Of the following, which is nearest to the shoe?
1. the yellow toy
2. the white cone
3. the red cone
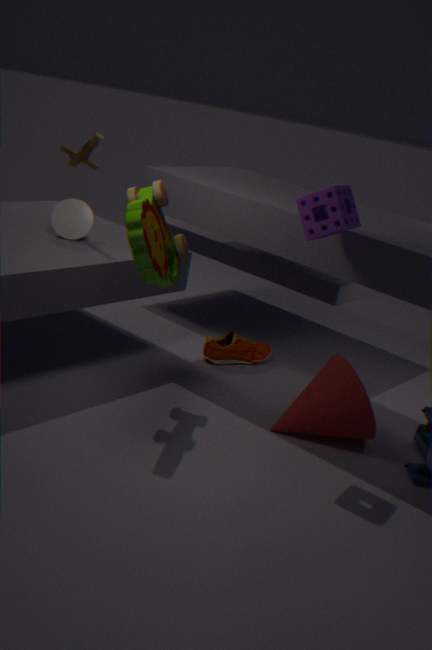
the red cone
